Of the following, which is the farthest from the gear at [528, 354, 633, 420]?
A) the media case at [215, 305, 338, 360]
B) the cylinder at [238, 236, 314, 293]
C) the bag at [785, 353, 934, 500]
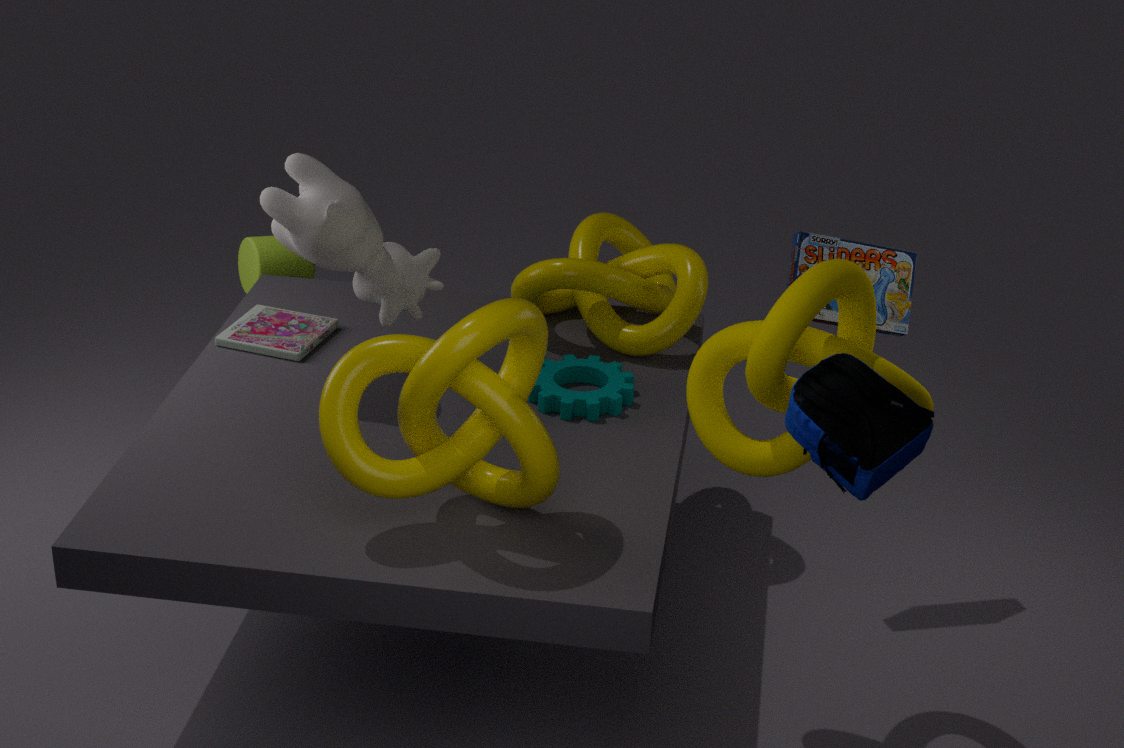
the cylinder at [238, 236, 314, 293]
